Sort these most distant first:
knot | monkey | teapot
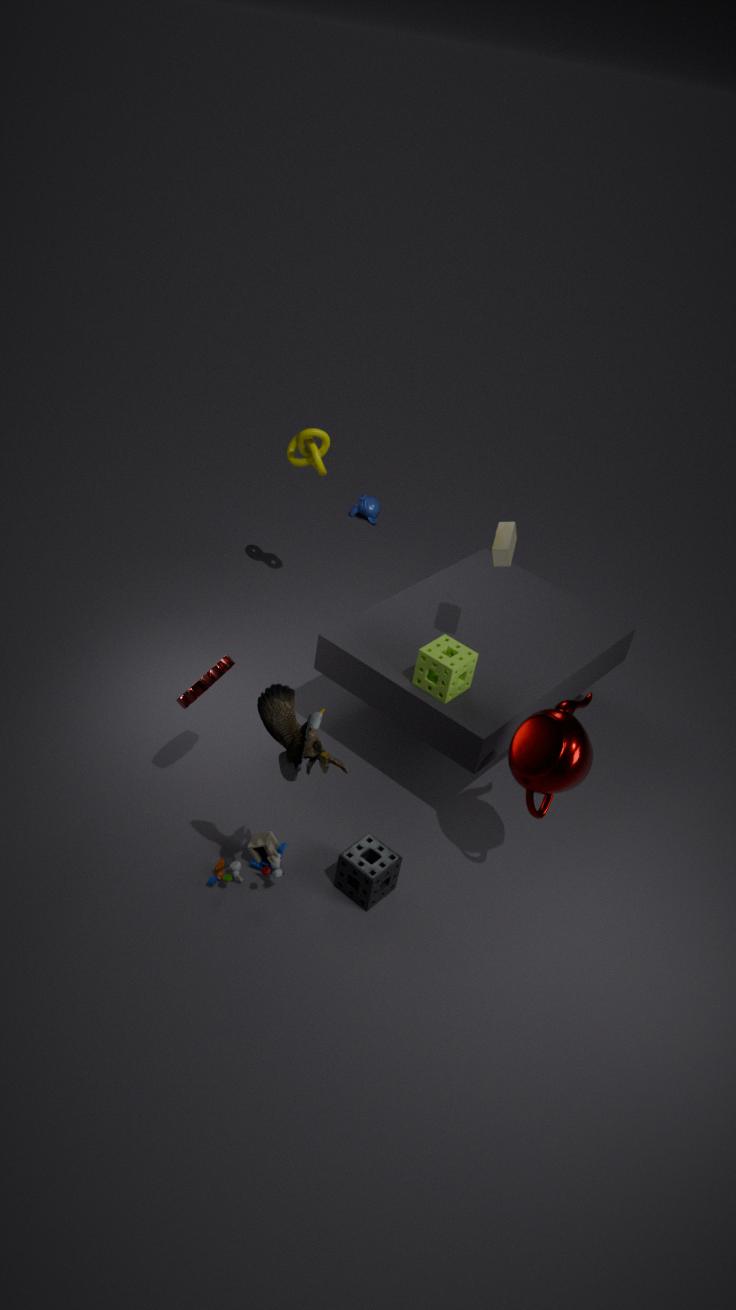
monkey → knot → teapot
